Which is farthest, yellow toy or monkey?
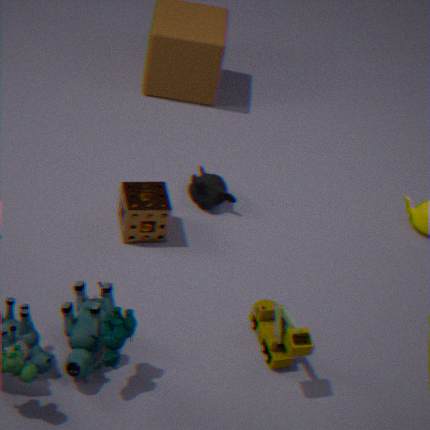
monkey
